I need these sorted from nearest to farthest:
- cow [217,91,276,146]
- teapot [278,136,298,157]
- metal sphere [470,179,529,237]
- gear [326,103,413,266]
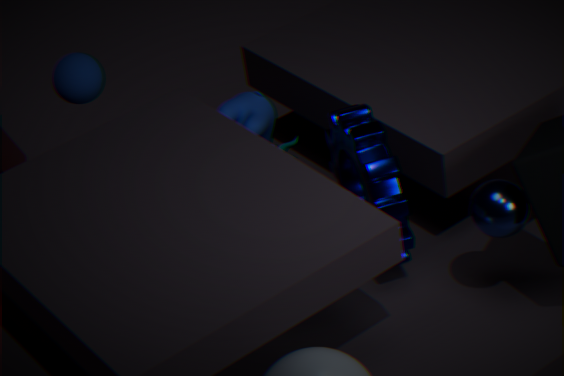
metal sphere [470,179,529,237]
gear [326,103,413,266]
cow [217,91,276,146]
teapot [278,136,298,157]
